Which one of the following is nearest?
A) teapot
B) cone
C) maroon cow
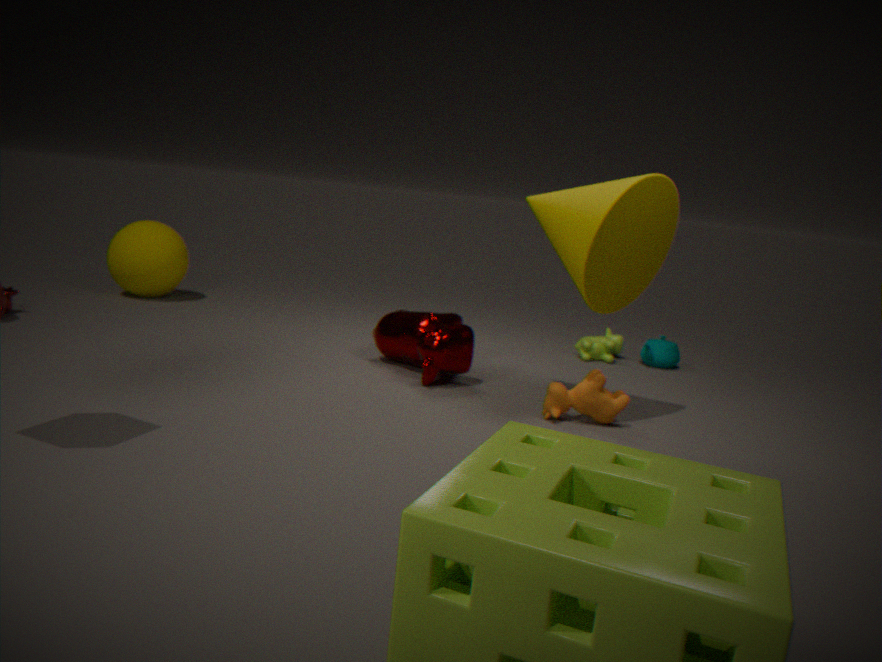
cone
